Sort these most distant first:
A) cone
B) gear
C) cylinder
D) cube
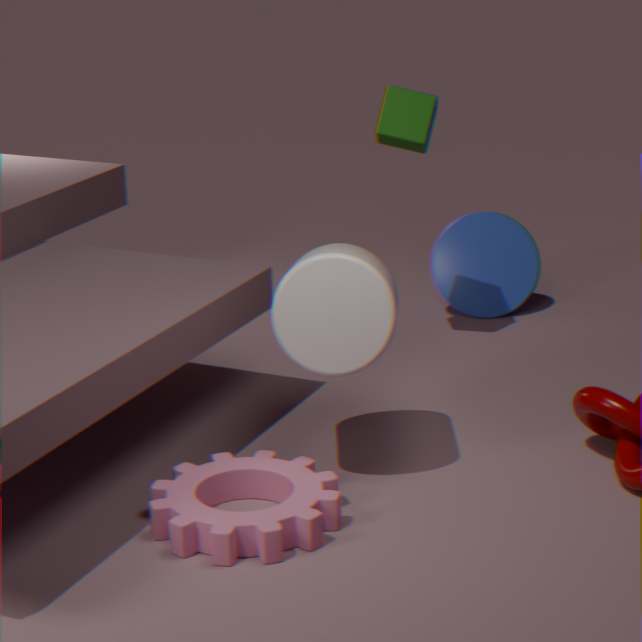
cone
cube
cylinder
gear
